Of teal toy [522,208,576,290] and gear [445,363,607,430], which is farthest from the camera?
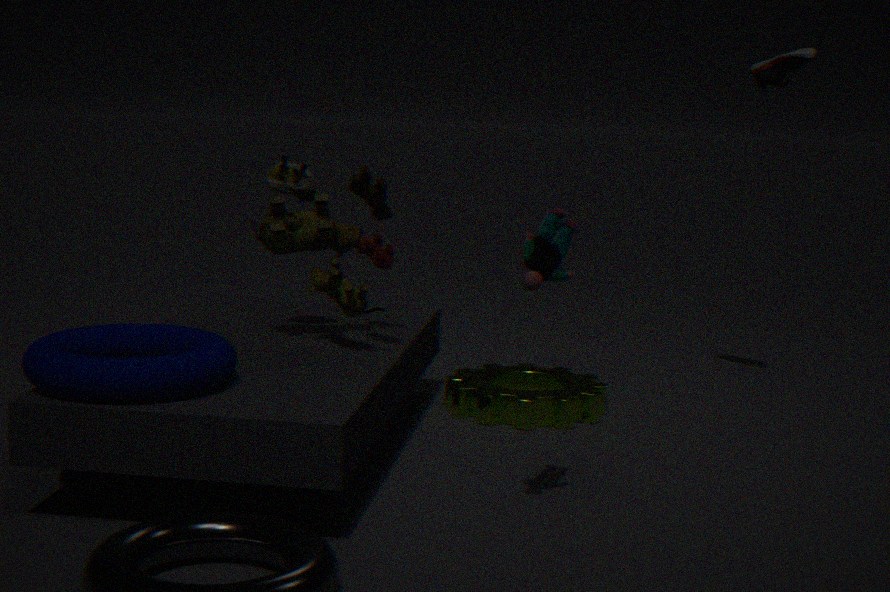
gear [445,363,607,430]
